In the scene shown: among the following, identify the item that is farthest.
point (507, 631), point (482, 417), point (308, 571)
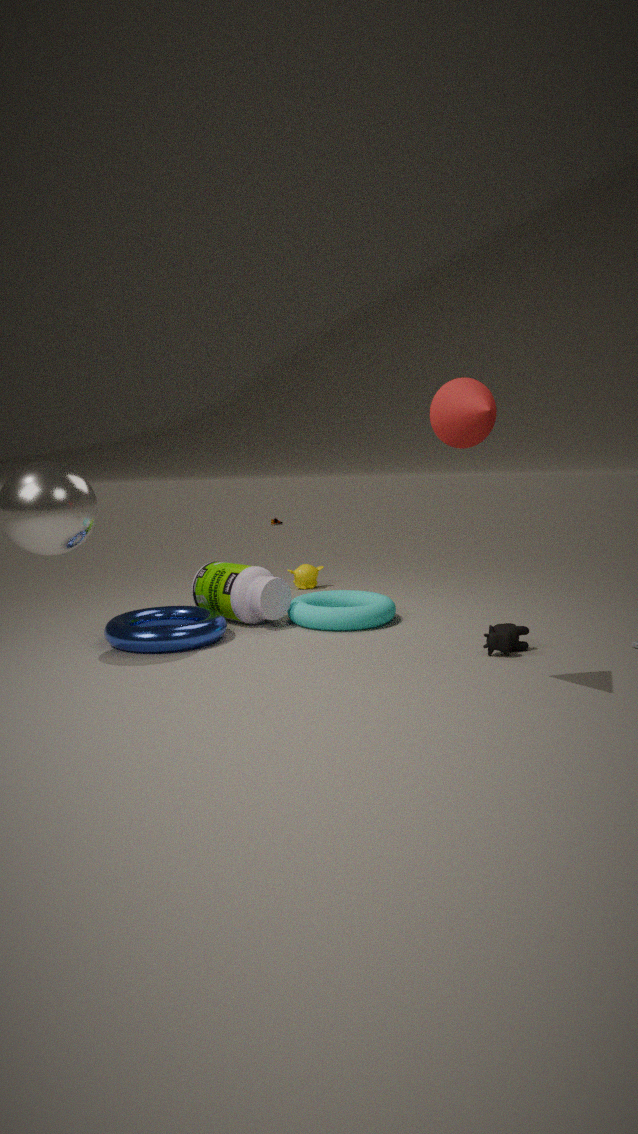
point (308, 571)
